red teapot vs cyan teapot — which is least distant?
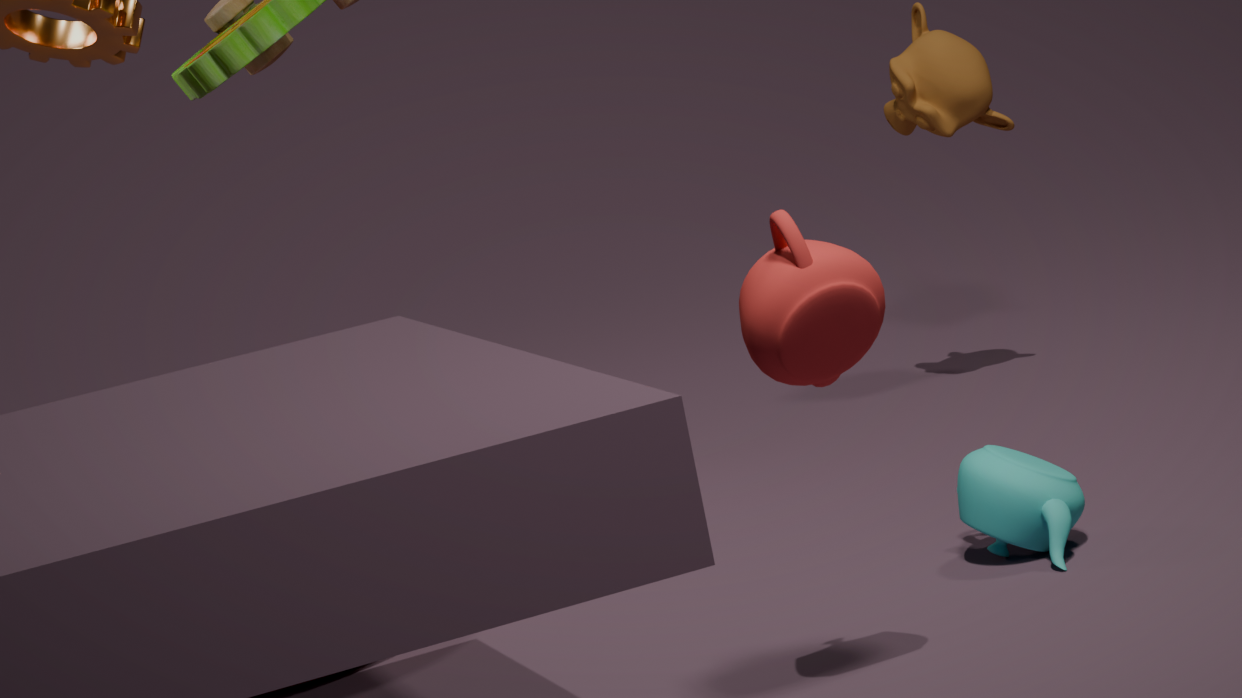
red teapot
